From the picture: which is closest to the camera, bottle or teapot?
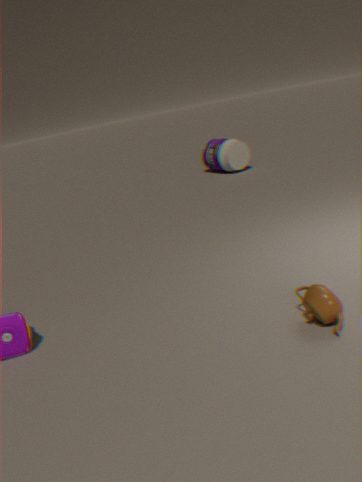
teapot
